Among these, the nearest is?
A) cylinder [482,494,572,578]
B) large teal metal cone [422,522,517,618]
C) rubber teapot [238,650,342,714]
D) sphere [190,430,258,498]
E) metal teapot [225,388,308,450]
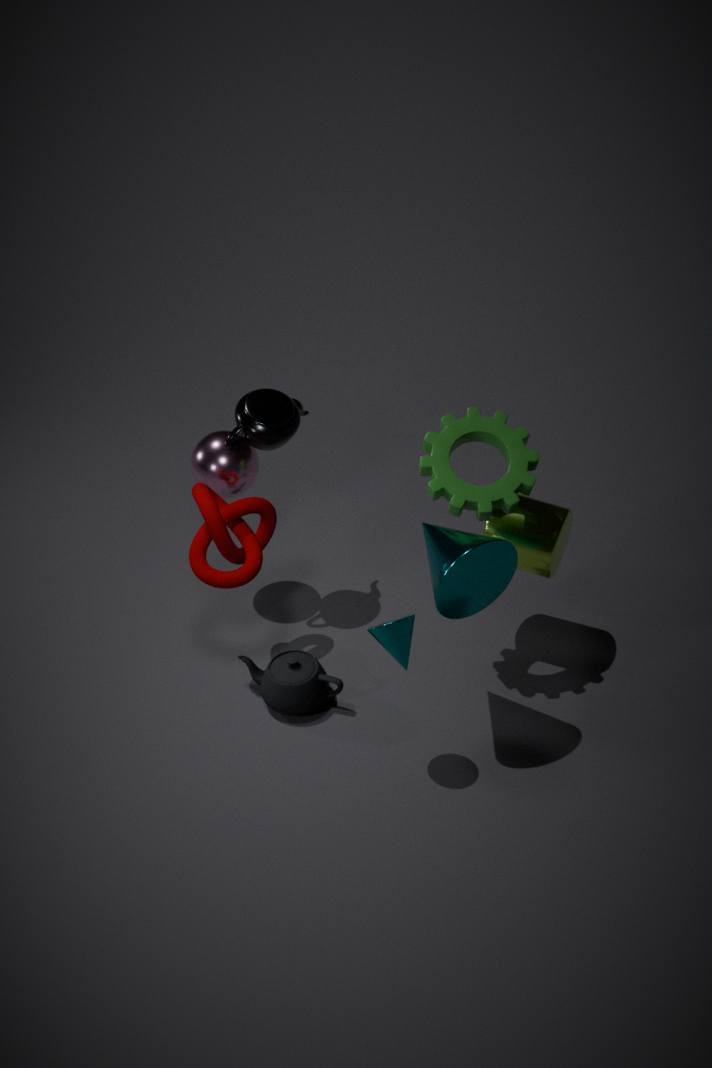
large teal metal cone [422,522,517,618]
